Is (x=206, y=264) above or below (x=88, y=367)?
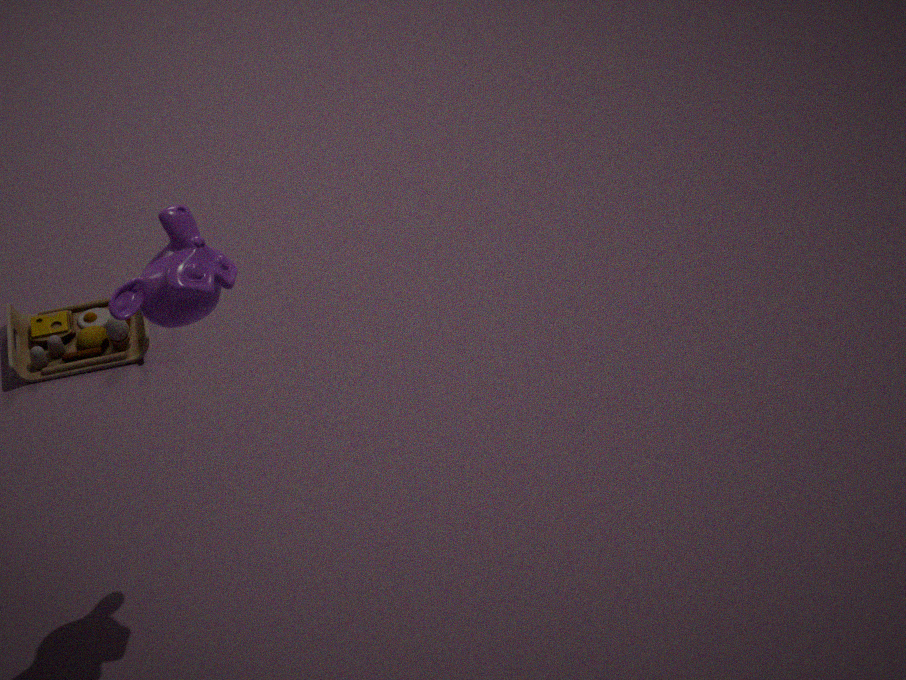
above
